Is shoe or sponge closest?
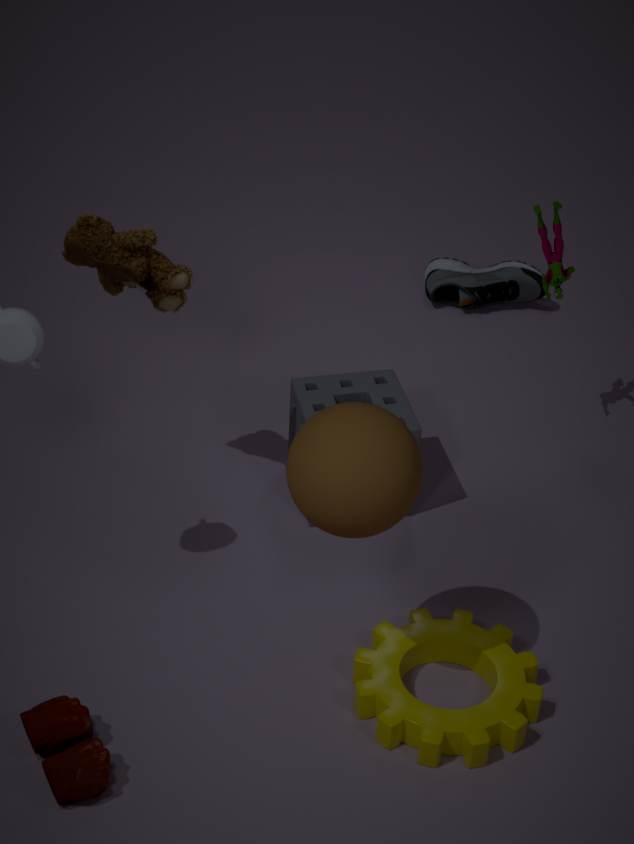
sponge
